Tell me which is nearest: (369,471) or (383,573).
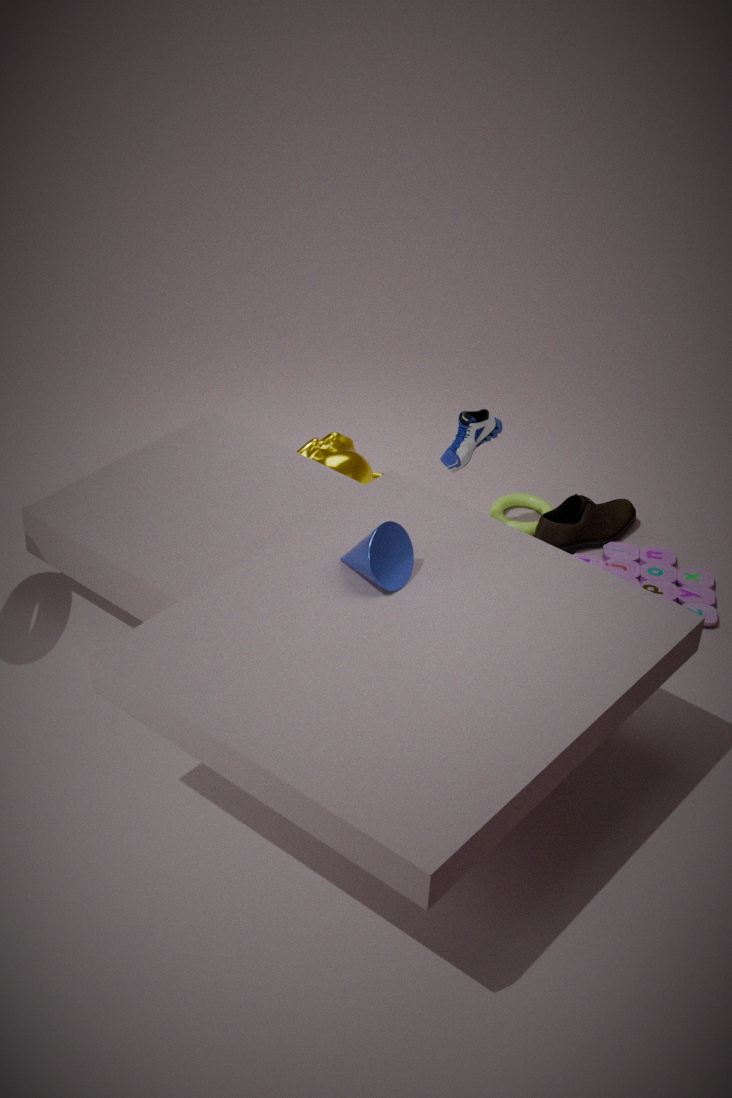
(383,573)
